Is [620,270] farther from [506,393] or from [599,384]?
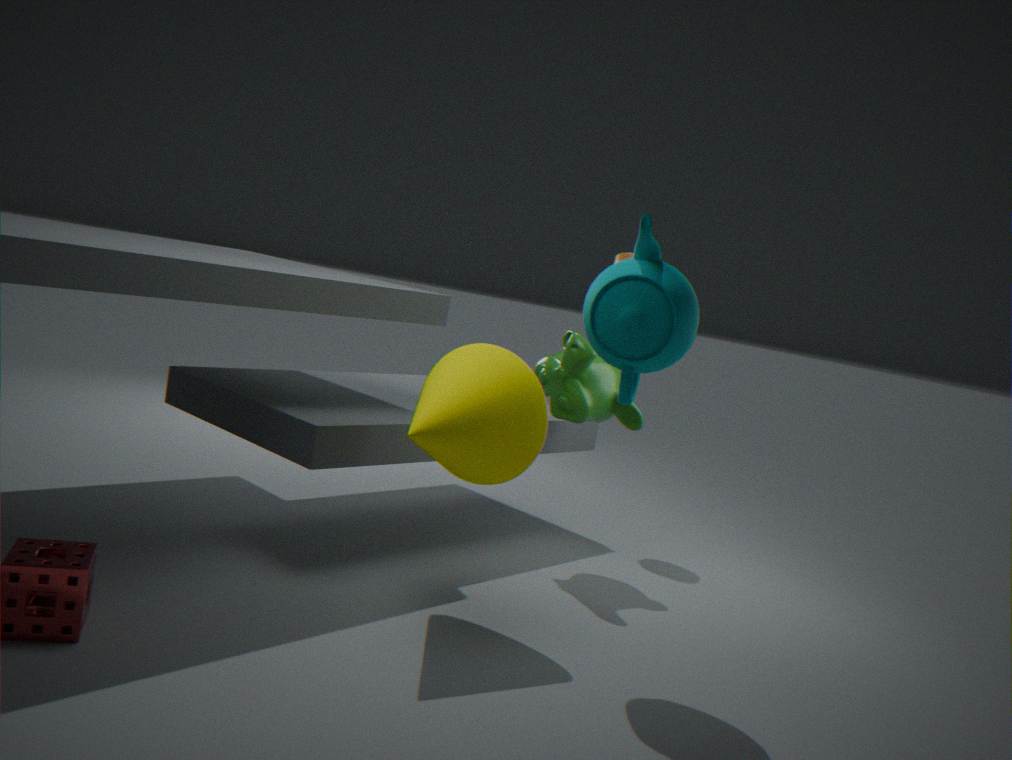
[599,384]
